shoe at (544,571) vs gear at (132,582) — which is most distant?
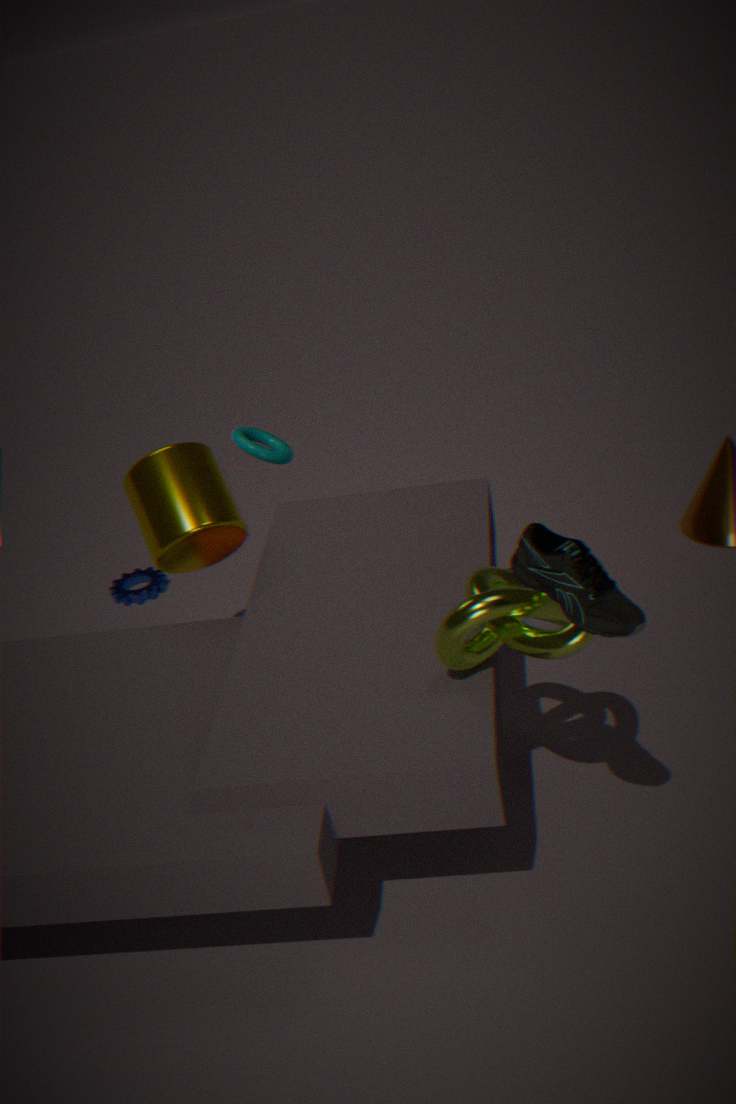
gear at (132,582)
